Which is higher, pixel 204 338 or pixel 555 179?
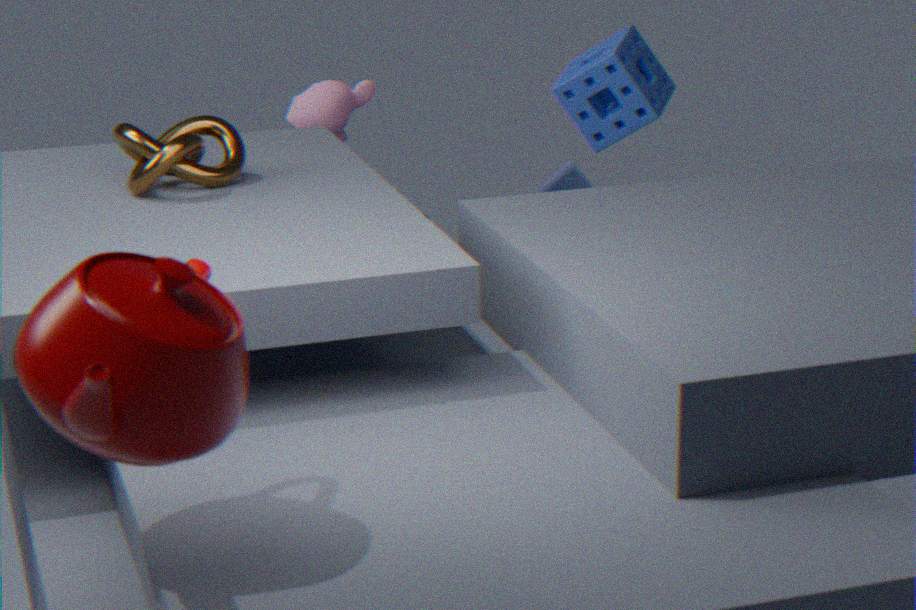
pixel 204 338
